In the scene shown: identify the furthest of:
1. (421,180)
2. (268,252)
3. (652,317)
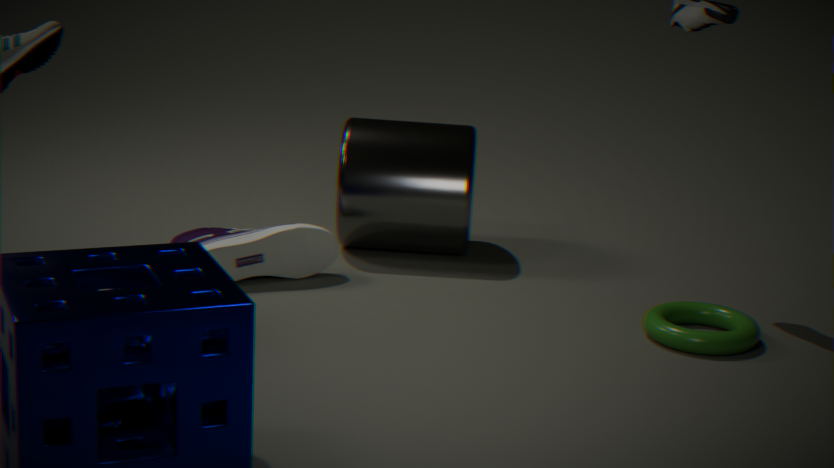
(421,180)
